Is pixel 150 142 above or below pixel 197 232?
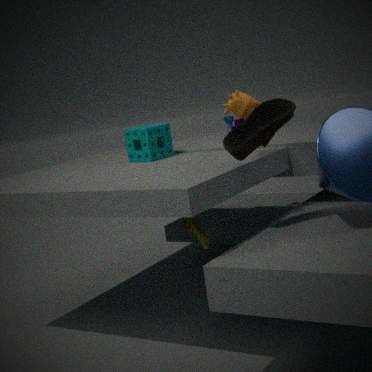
above
